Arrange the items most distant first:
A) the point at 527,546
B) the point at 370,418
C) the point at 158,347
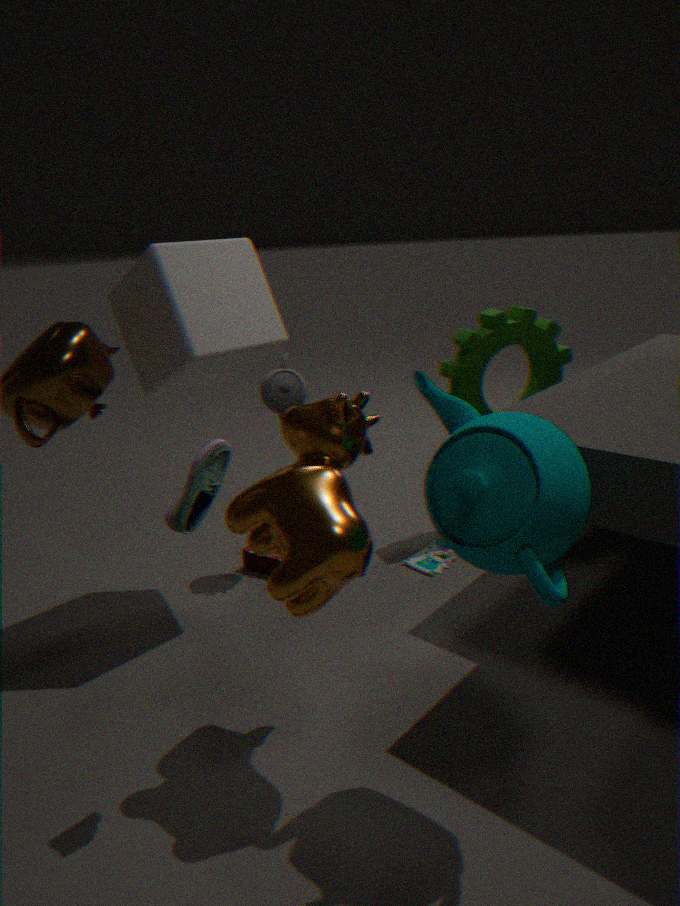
the point at 158,347
the point at 370,418
the point at 527,546
